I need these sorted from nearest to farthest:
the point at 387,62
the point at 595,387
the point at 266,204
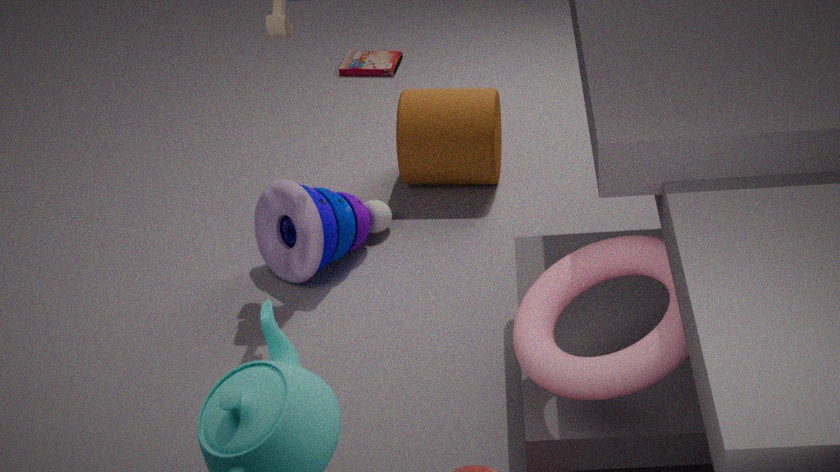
the point at 595,387, the point at 266,204, the point at 387,62
